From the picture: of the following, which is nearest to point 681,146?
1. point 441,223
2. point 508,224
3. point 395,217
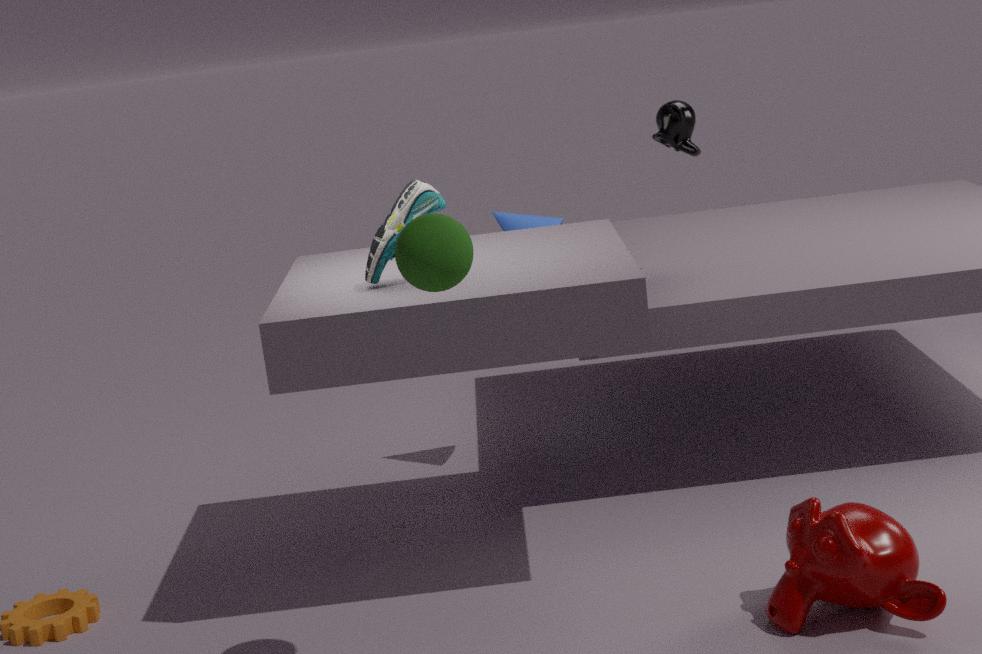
point 508,224
